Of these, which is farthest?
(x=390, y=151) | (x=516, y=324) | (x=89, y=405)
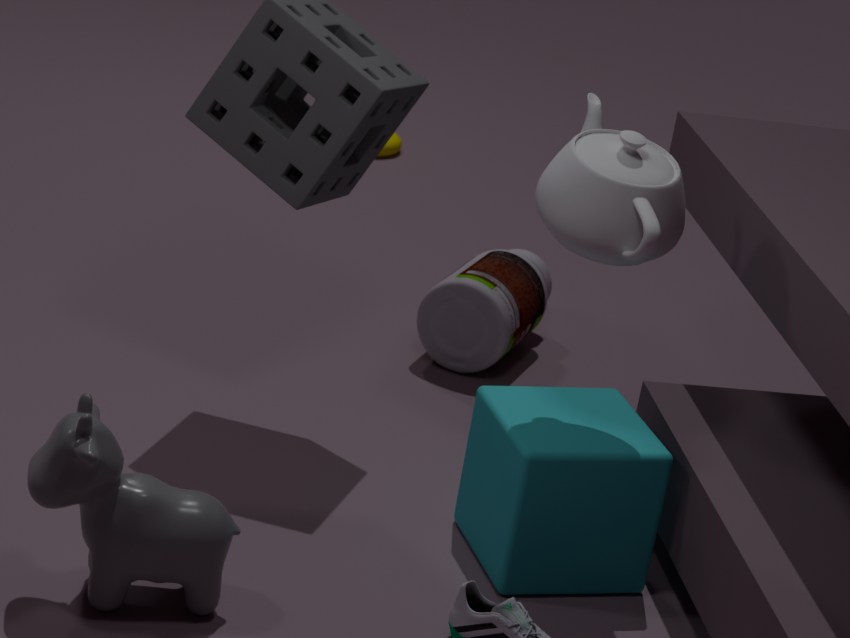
(x=390, y=151)
